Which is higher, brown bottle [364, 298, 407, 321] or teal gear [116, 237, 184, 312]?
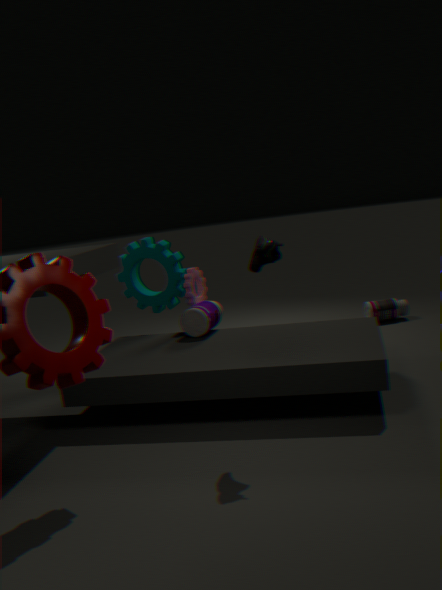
teal gear [116, 237, 184, 312]
